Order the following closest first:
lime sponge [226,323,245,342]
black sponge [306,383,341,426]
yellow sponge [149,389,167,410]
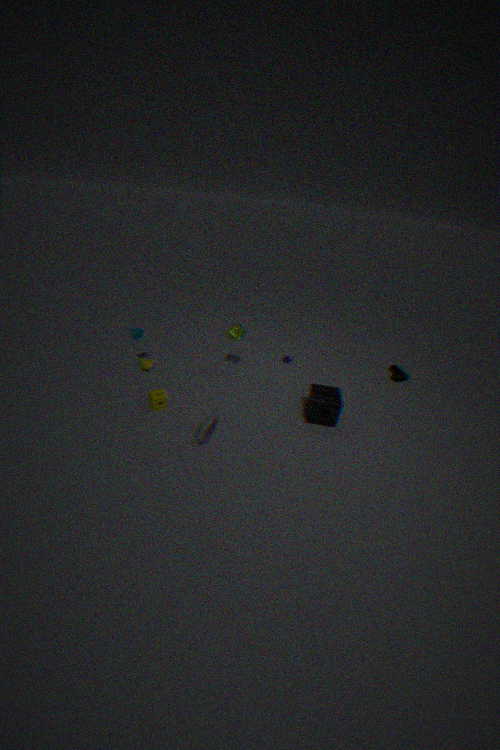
1. black sponge [306,383,341,426]
2. yellow sponge [149,389,167,410]
3. lime sponge [226,323,245,342]
